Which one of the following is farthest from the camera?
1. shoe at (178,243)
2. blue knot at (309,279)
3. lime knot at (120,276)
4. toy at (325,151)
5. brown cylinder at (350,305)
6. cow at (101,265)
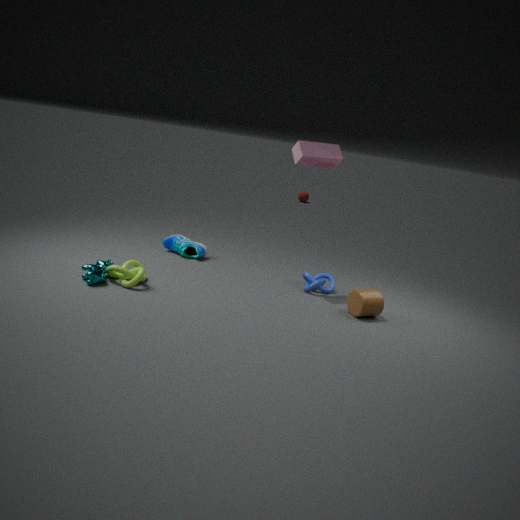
shoe at (178,243)
